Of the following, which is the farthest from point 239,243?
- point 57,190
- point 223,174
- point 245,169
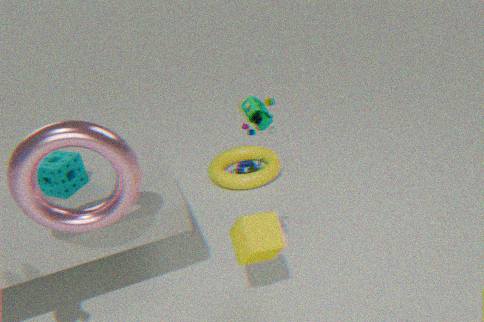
point 223,174
